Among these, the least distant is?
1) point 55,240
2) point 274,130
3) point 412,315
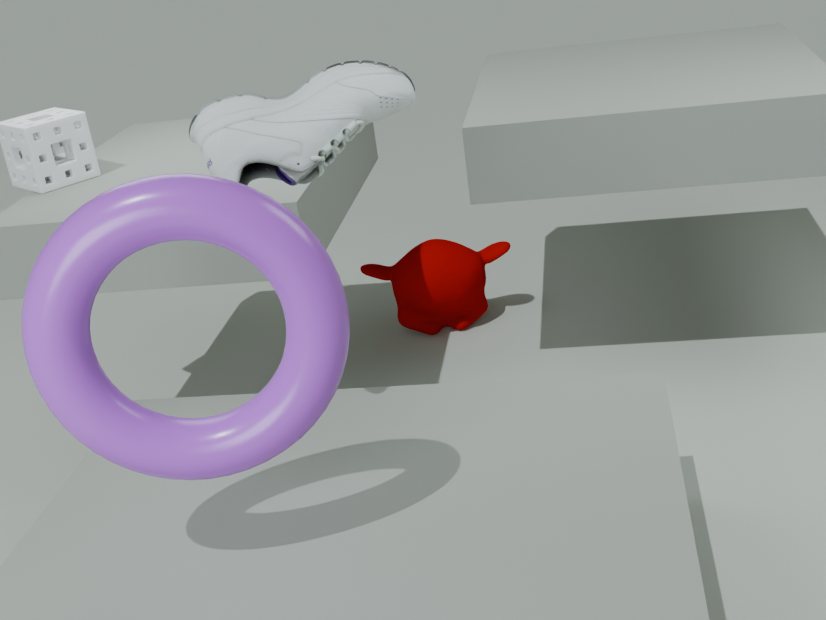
1. point 55,240
